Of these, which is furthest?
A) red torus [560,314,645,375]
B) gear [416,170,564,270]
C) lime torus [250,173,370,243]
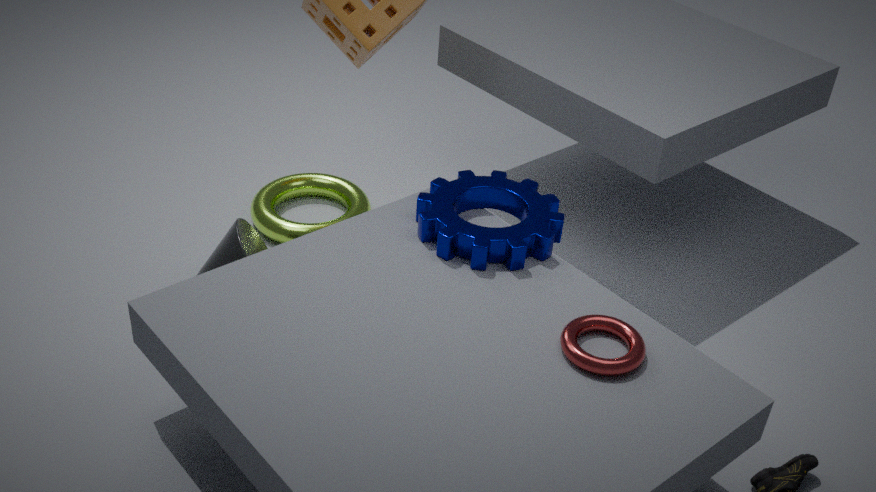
lime torus [250,173,370,243]
